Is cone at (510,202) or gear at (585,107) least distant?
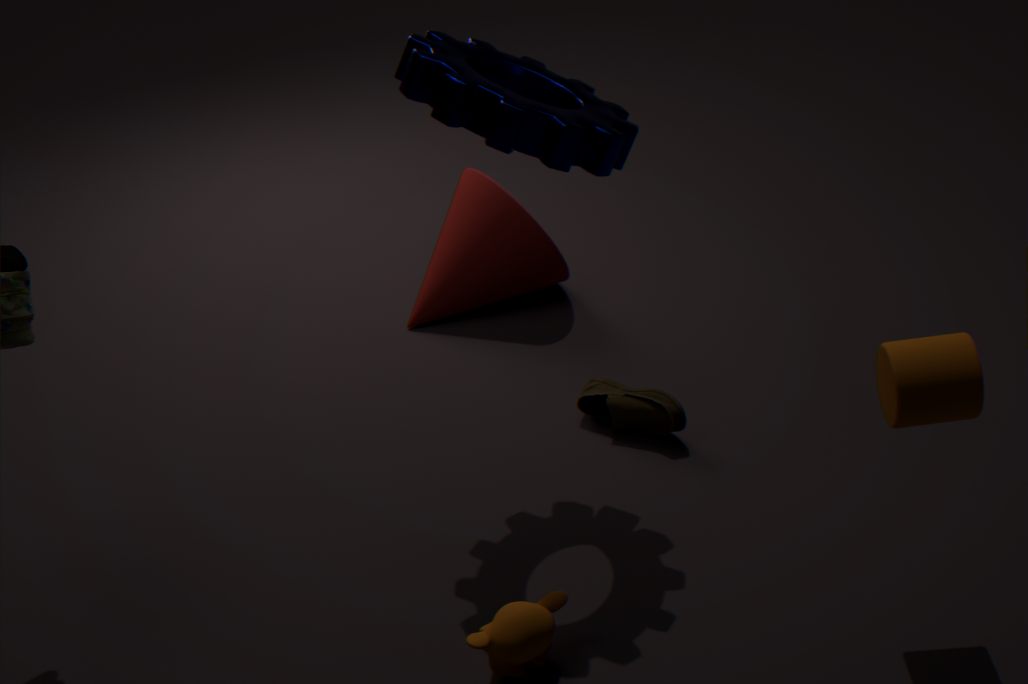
gear at (585,107)
